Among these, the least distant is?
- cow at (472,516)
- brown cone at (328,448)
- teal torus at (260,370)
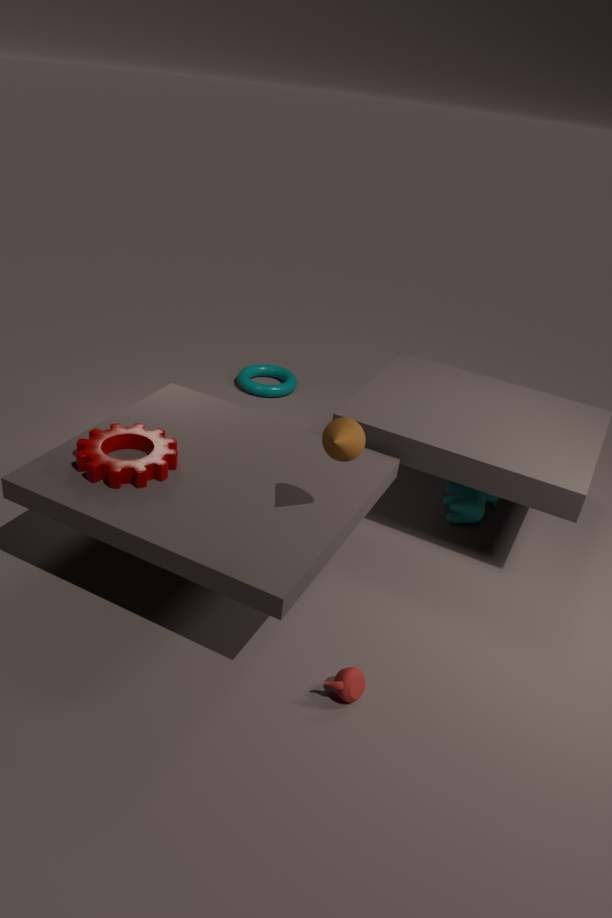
brown cone at (328,448)
